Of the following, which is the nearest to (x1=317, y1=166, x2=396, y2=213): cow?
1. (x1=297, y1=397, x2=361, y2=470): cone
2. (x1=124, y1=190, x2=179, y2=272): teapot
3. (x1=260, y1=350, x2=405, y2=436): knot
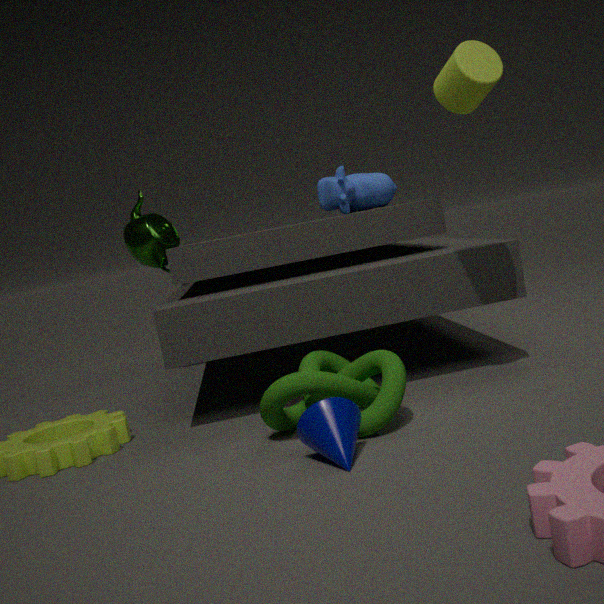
(x1=124, y1=190, x2=179, y2=272): teapot
